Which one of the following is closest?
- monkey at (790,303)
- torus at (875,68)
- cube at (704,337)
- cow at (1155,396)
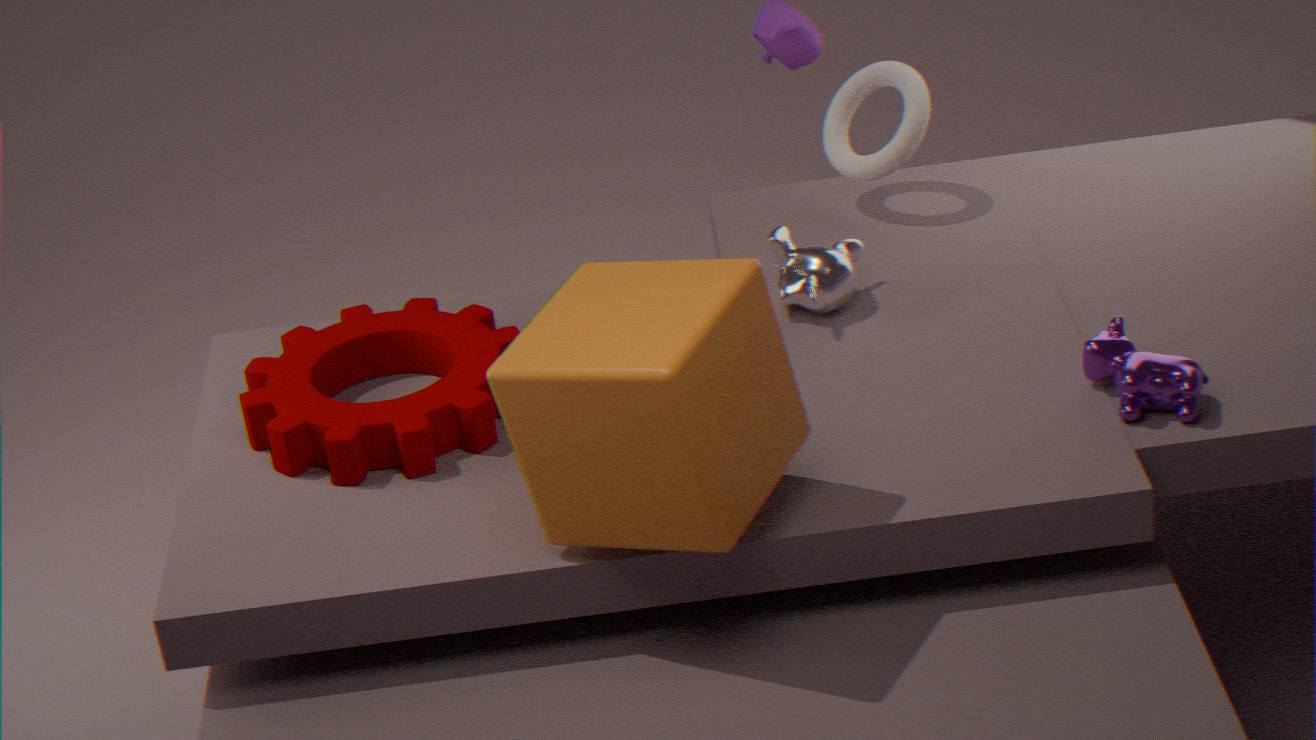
cube at (704,337)
